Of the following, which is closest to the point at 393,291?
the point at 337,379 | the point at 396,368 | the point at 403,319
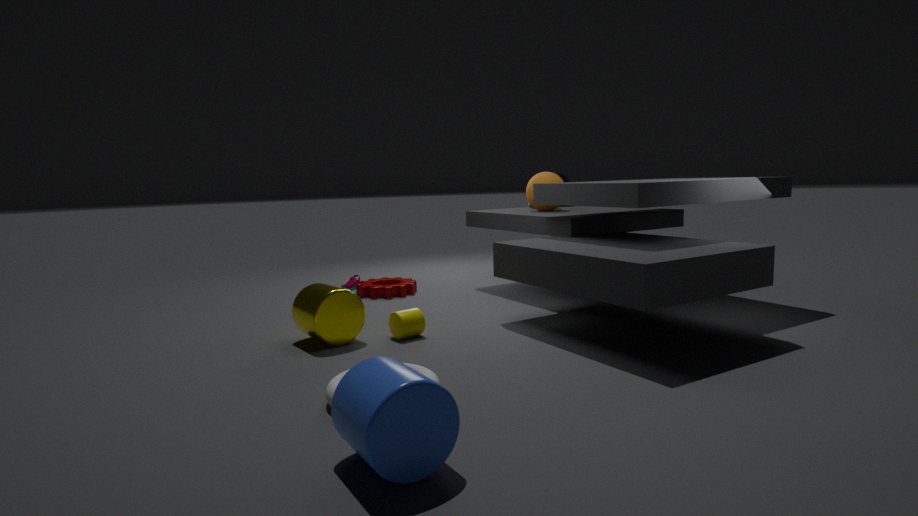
the point at 403,319
